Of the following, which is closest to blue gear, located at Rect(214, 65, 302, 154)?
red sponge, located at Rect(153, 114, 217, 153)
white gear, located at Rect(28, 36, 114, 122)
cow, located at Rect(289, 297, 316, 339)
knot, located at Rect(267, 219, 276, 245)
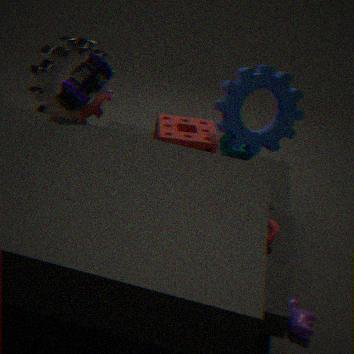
red sponge, located at Rect(153, 114, 217, 153)
